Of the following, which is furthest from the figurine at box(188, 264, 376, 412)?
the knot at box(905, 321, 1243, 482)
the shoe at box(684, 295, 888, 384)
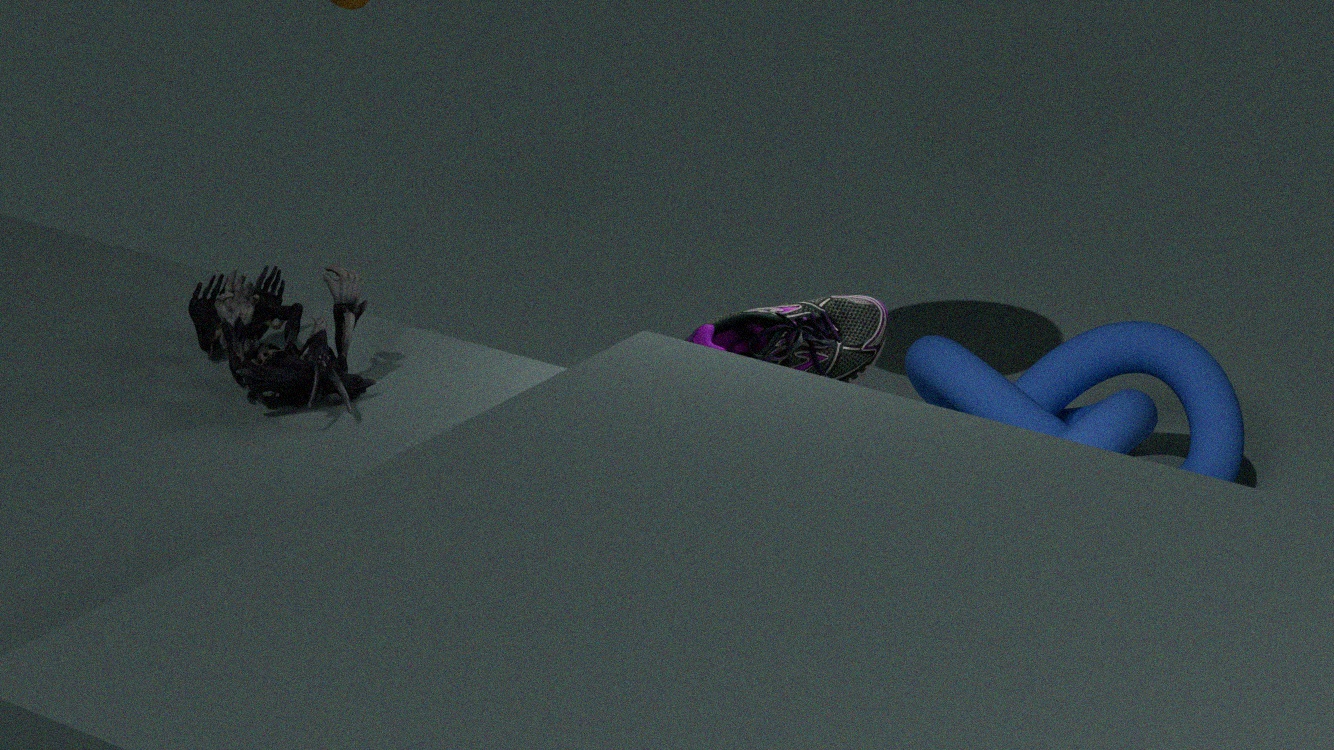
the knot at box(905, 321, 1243, 482)
